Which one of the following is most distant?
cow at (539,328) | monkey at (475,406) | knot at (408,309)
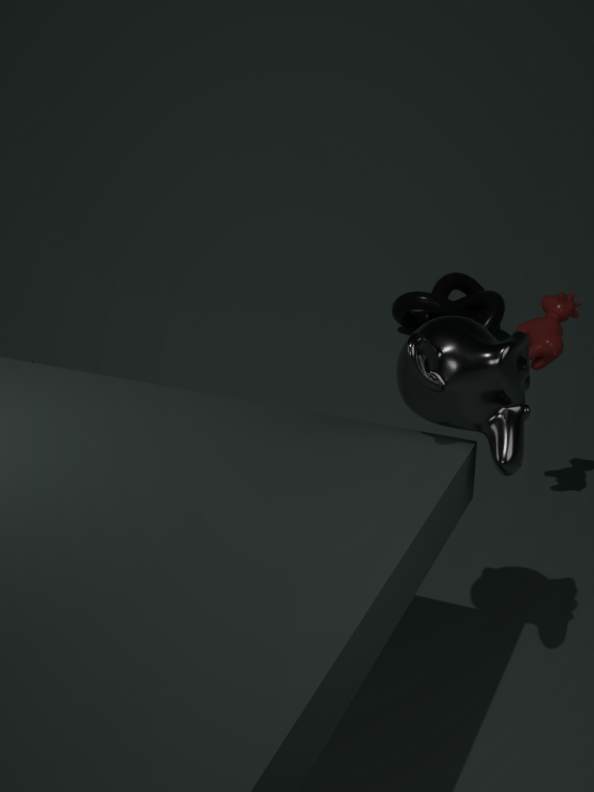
knot at (408,309)
